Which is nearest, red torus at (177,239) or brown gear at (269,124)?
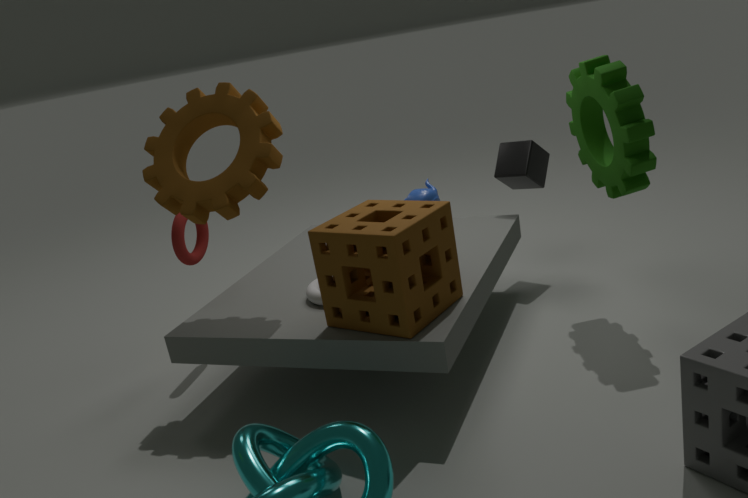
brown gear at (269,124)
